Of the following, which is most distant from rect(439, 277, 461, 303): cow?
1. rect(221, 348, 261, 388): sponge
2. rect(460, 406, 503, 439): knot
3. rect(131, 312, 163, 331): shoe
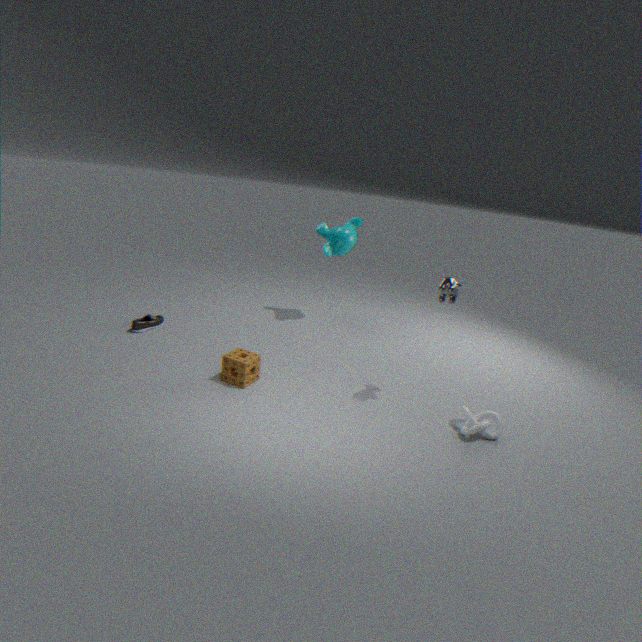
rect(131, 312, 163, 331): shoe
